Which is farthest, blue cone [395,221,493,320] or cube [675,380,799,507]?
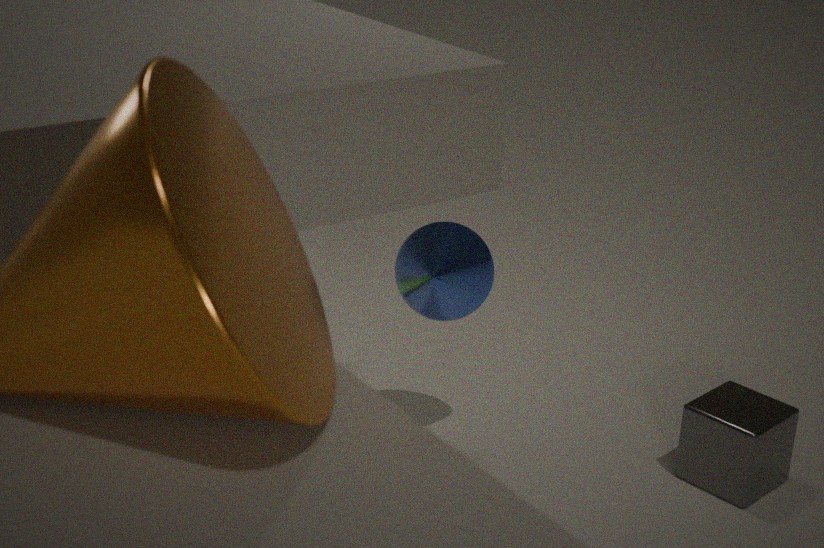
cube [675,380,799,507]
